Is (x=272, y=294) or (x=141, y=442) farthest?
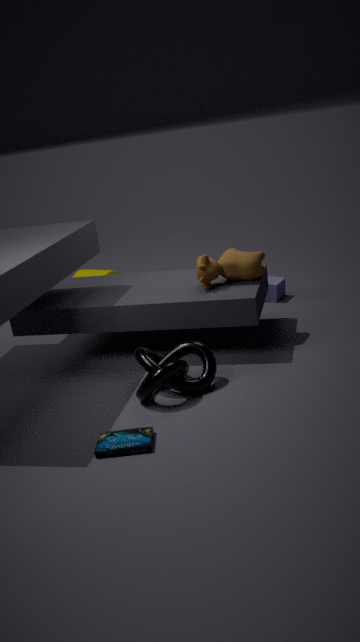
(x=272, y=294)
